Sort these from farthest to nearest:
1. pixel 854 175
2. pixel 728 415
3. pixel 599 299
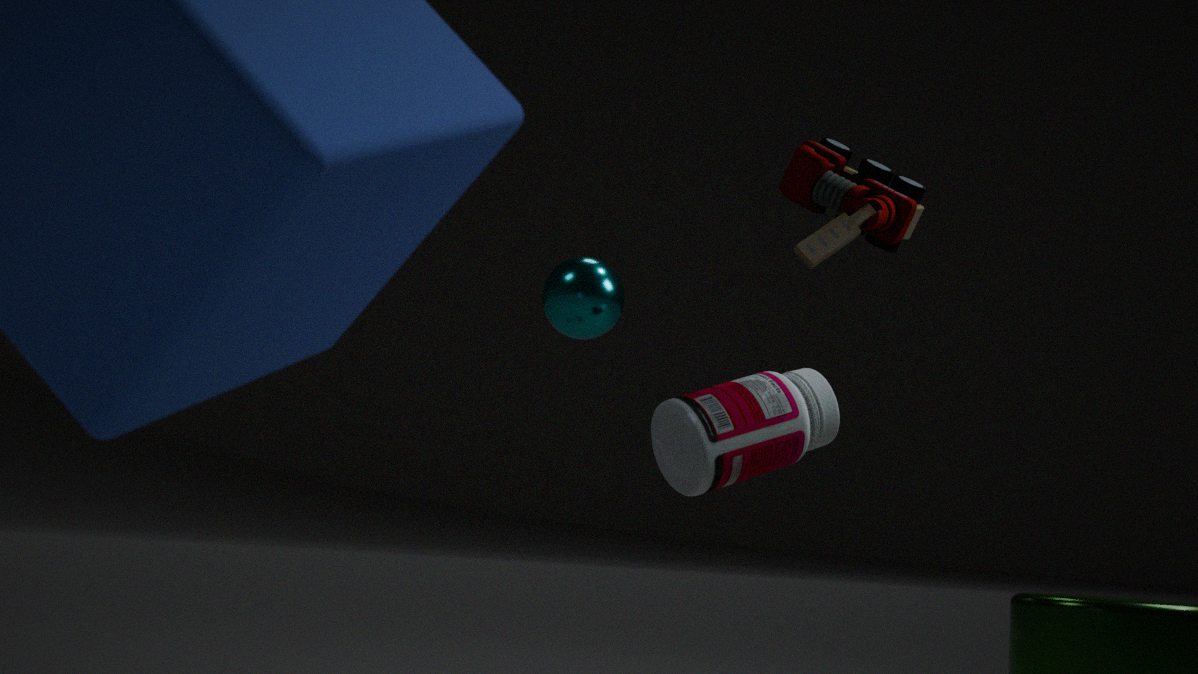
pixel 599 299 < pixel 854 175 < pixel 728 415
